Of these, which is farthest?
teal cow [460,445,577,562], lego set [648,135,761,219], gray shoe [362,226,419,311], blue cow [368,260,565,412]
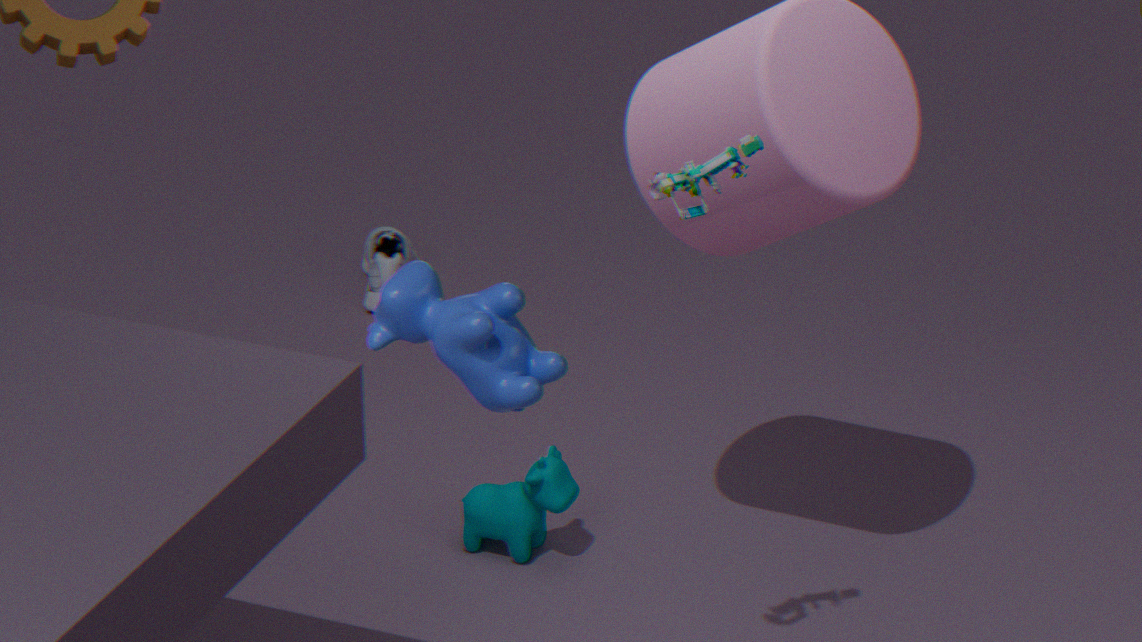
gray shoe [362,226,419,311]
